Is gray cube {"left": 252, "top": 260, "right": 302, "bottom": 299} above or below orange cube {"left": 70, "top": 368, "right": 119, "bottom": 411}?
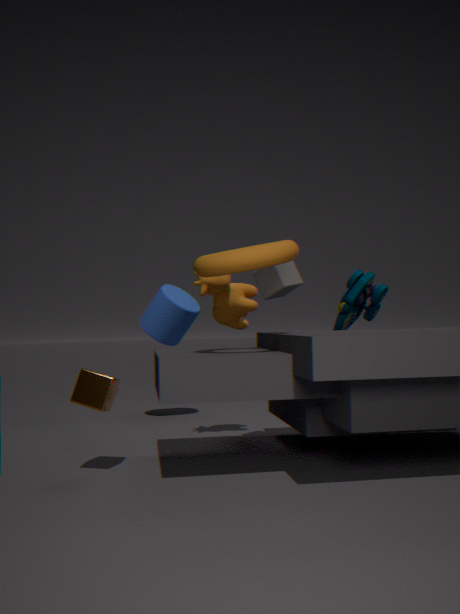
above
